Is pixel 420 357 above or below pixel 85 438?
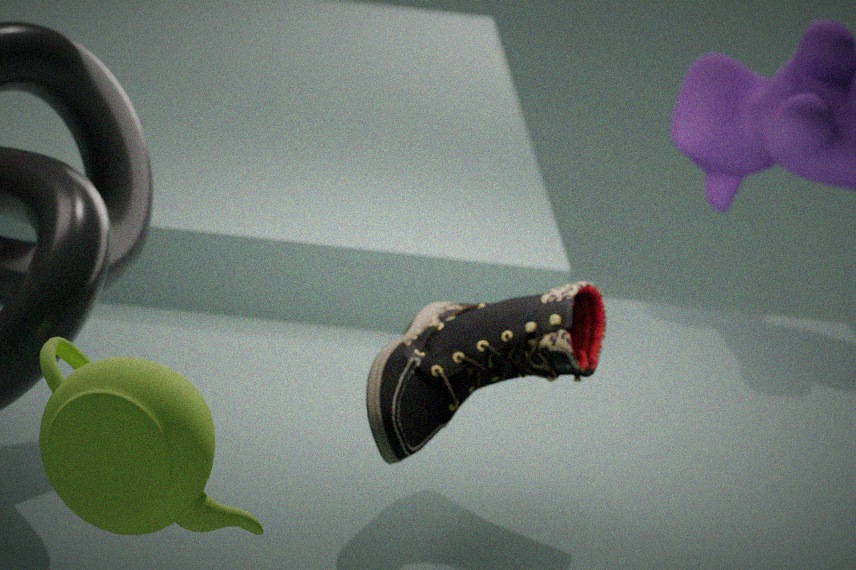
below
